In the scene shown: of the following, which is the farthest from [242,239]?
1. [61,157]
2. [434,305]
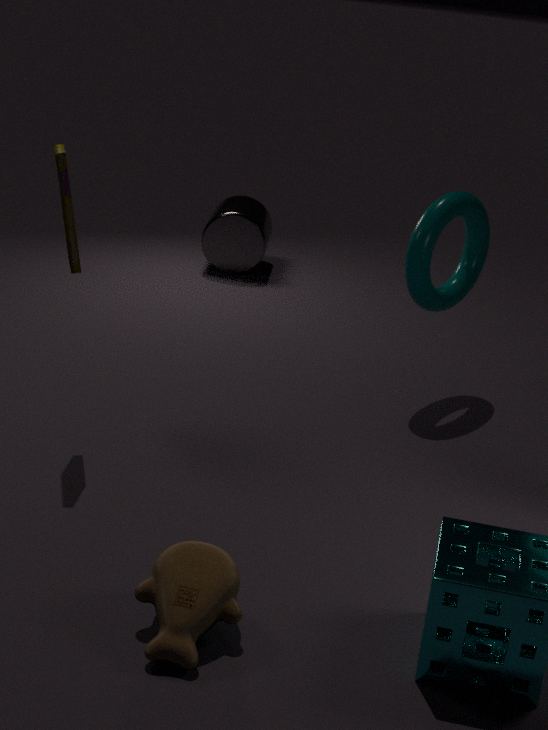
[61,157]
